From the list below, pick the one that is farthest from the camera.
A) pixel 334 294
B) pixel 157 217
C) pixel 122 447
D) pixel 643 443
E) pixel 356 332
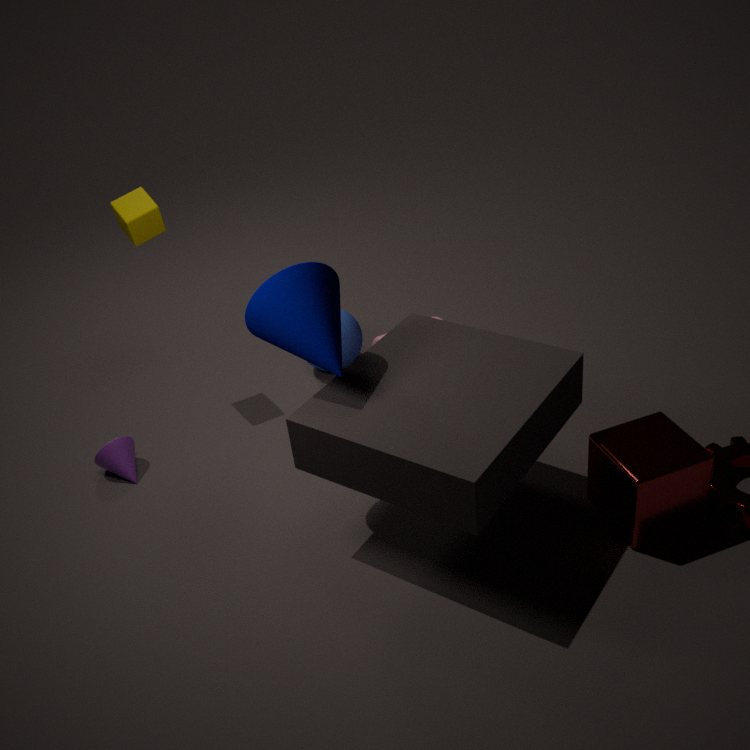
pixel 356 332
